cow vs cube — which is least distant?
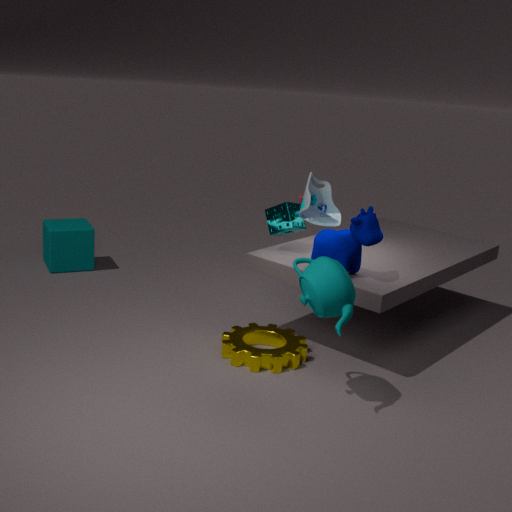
cow
